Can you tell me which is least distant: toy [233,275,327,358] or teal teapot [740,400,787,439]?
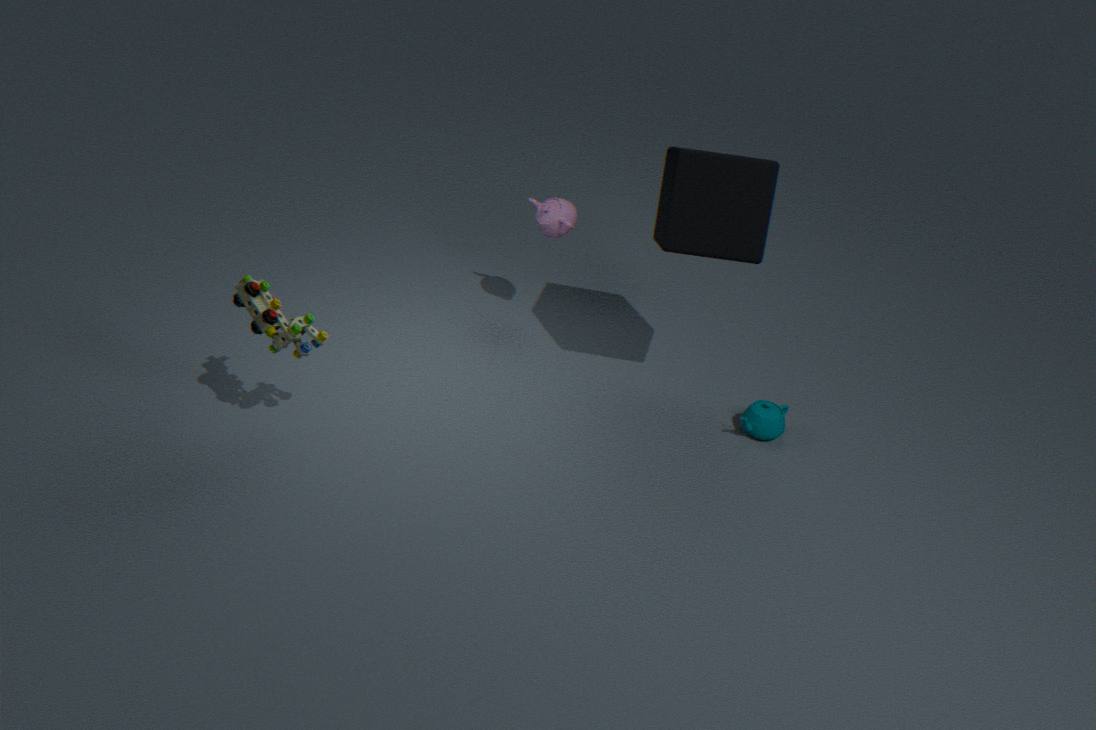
toy [233,275,327,358]
